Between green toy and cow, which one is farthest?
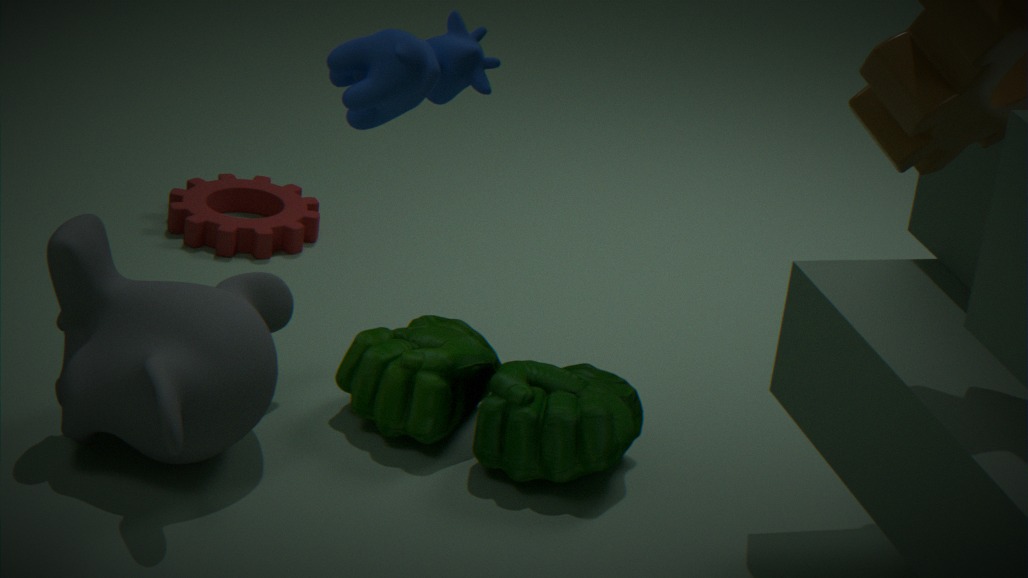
green toy
